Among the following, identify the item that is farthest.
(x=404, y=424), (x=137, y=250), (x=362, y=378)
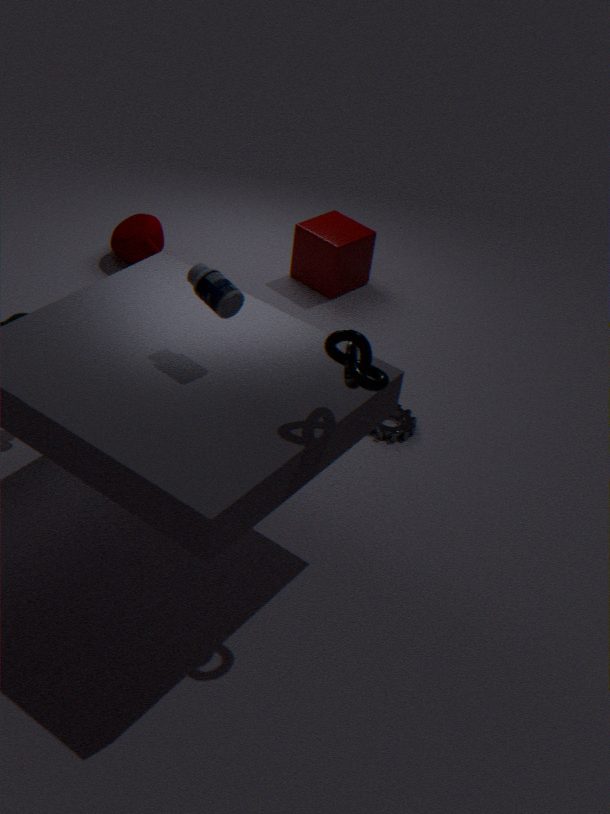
(x=137, y=250)
